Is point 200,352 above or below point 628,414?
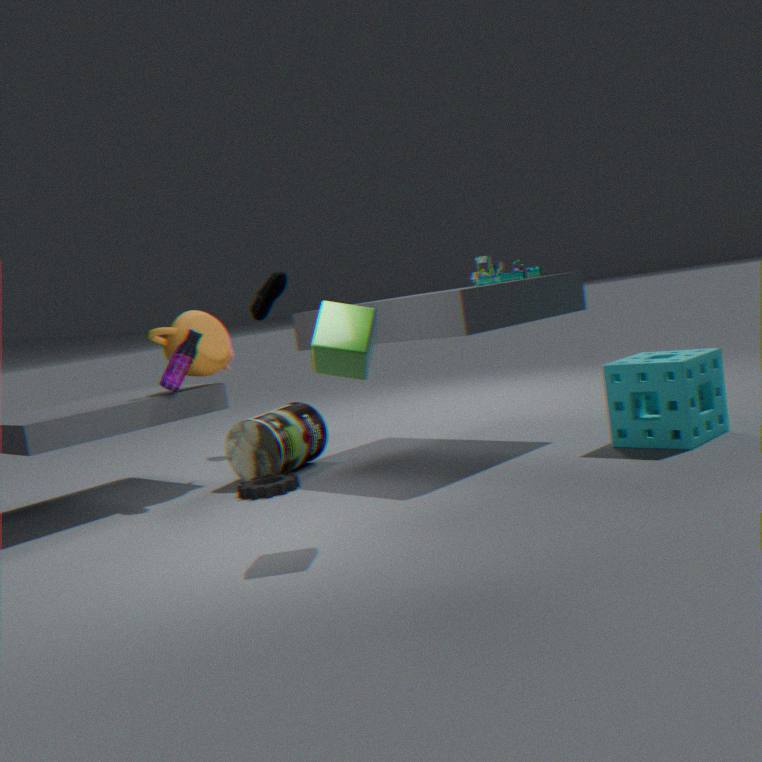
above
